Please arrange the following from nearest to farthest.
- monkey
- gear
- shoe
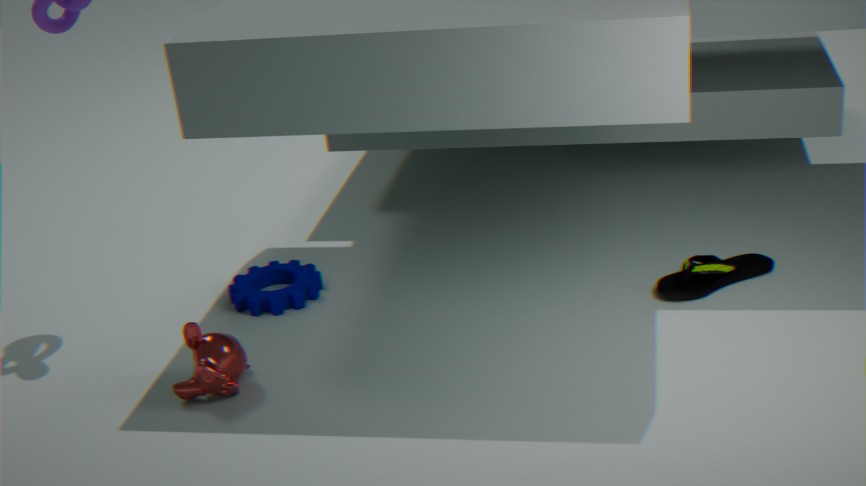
monkey
shoe
gear
